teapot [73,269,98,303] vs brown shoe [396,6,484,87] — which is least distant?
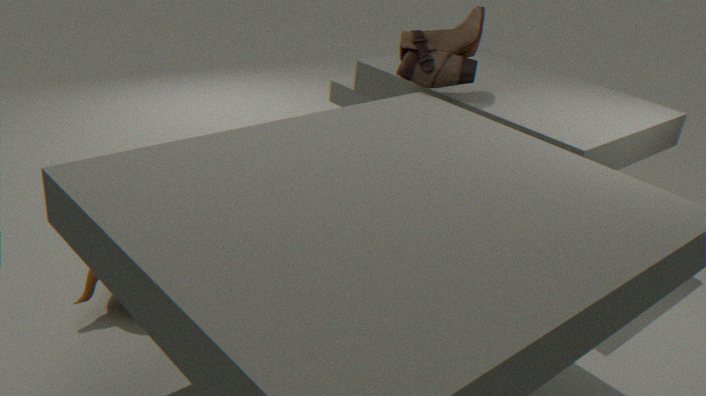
teapot [73,269,98,303]
